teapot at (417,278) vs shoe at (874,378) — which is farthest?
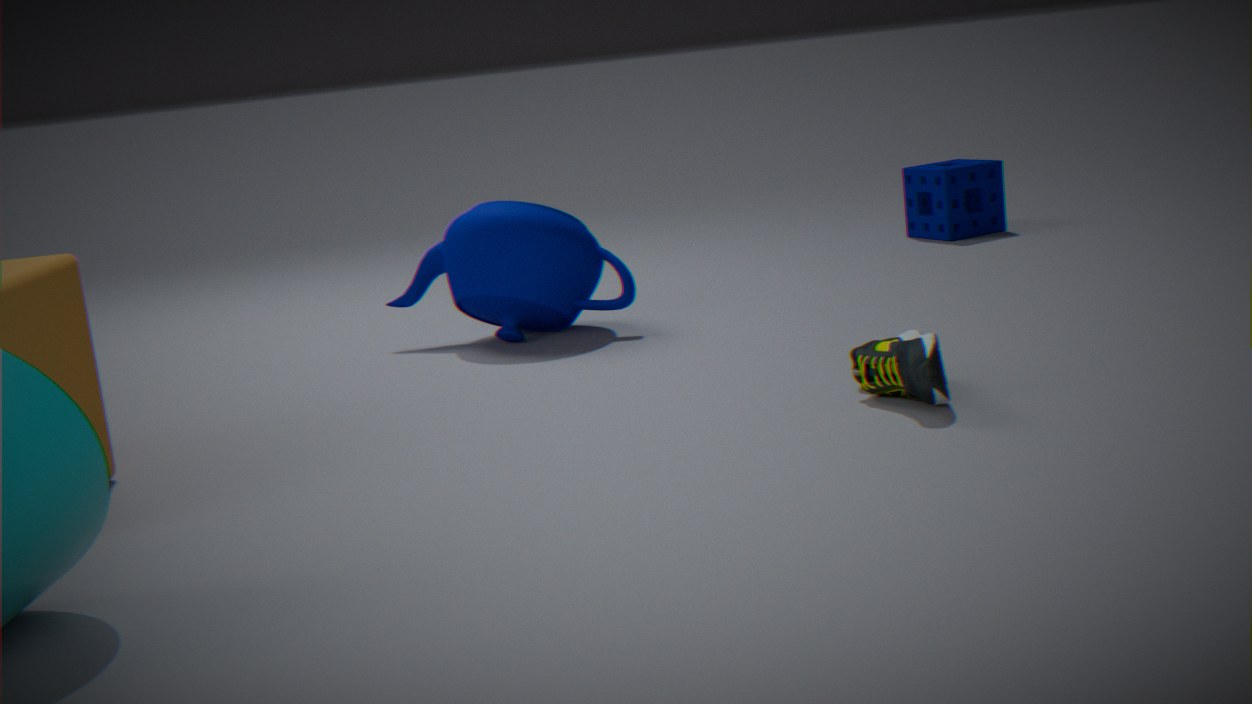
teapot at (417,278)
